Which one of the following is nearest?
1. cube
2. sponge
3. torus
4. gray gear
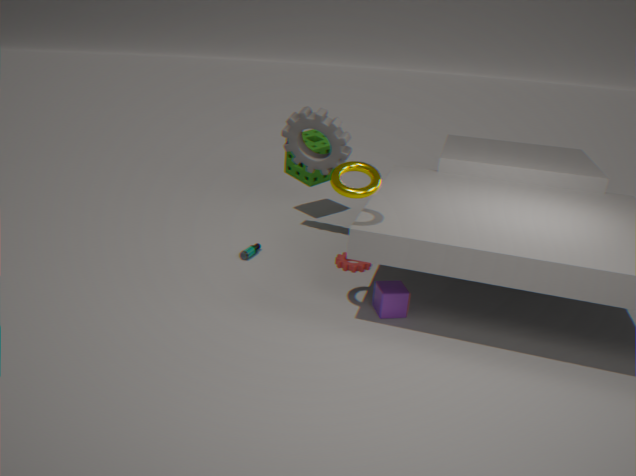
torus
